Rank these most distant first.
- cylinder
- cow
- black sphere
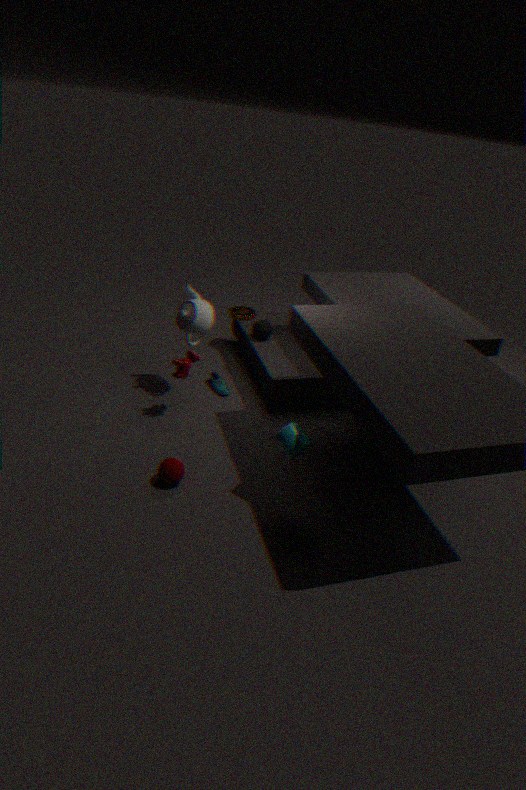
1. black sphere
2. cow
3. cylinder
